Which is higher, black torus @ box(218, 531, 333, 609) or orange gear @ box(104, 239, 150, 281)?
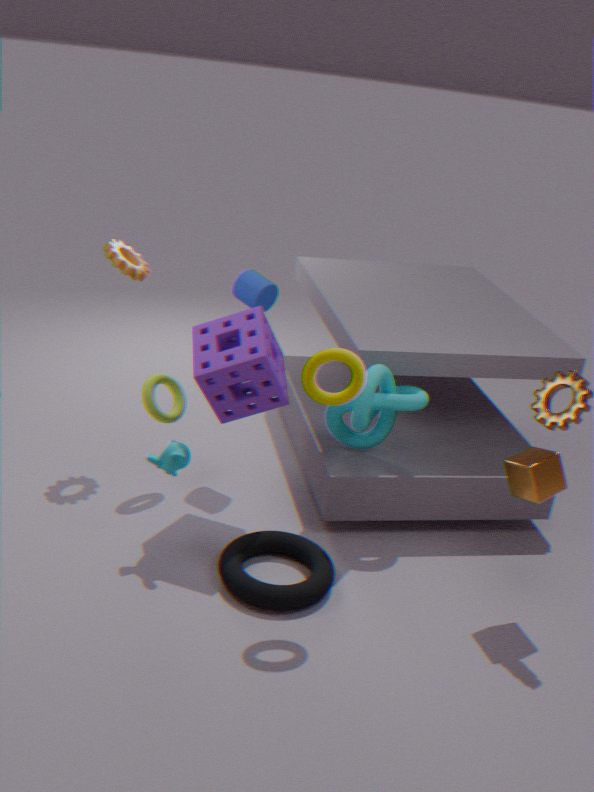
orange gear @ box(104, 239, 150, 281)
